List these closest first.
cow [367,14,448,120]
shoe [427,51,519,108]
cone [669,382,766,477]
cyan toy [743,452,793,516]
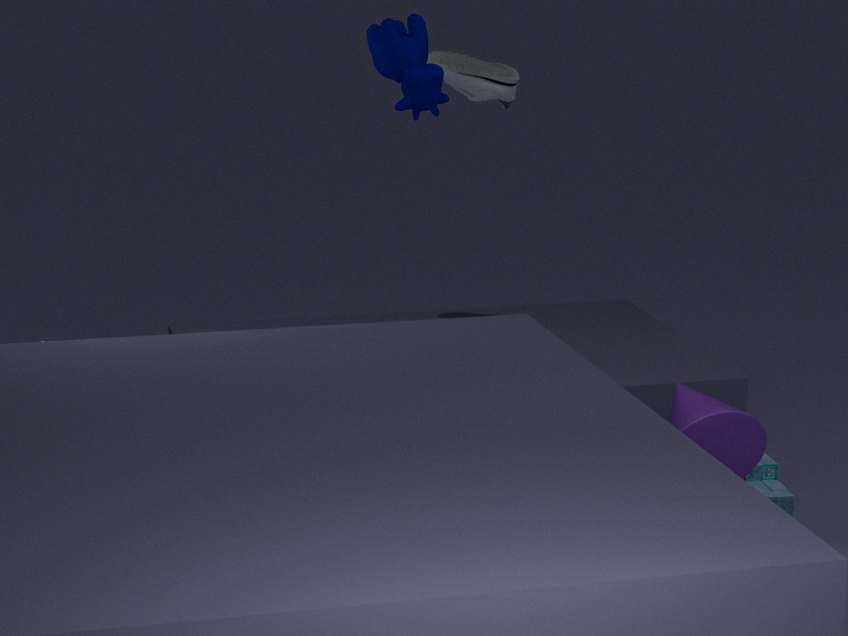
cone [669,382,766,477]
cow [367,14,448,120]
cyan toy [743,452,793,516]
shoe [427,51,519,108]
